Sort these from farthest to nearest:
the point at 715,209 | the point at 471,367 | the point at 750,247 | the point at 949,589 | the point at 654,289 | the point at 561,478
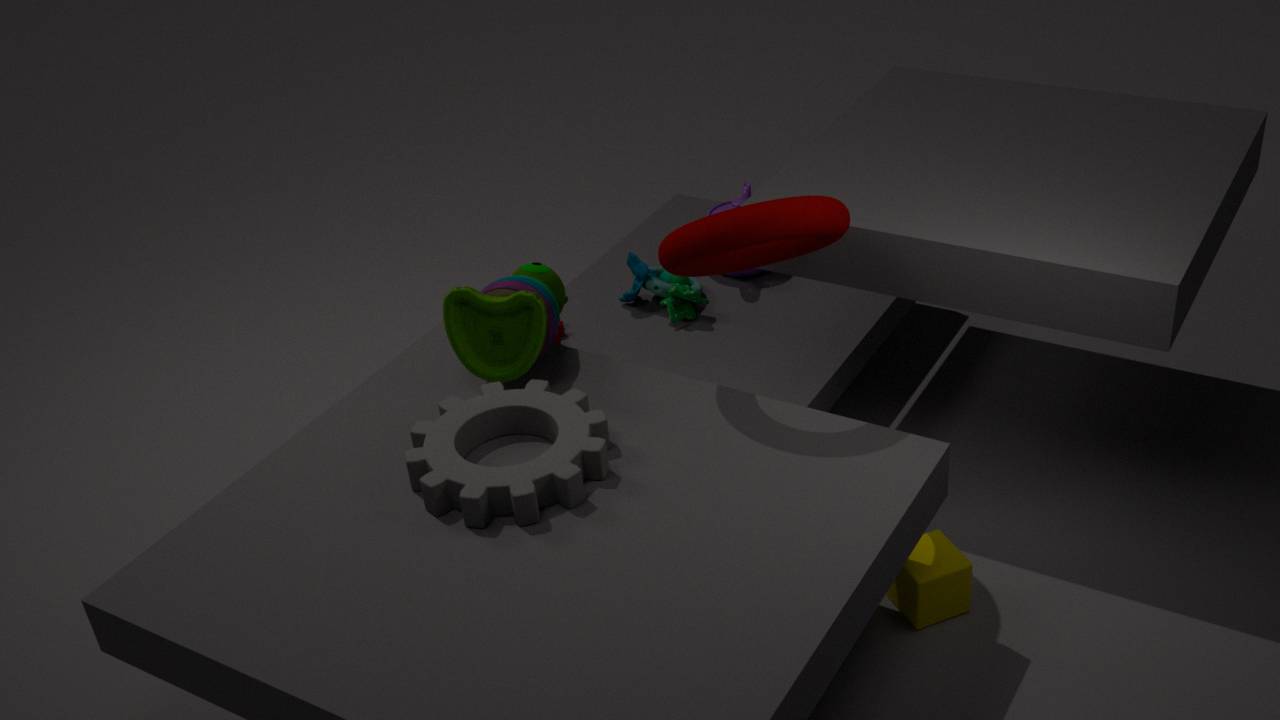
the point at 715,209 < the point at 654,289 < the point at 471,367 < the point at 750,247 < the point at 949,589 < the point at 561,478
